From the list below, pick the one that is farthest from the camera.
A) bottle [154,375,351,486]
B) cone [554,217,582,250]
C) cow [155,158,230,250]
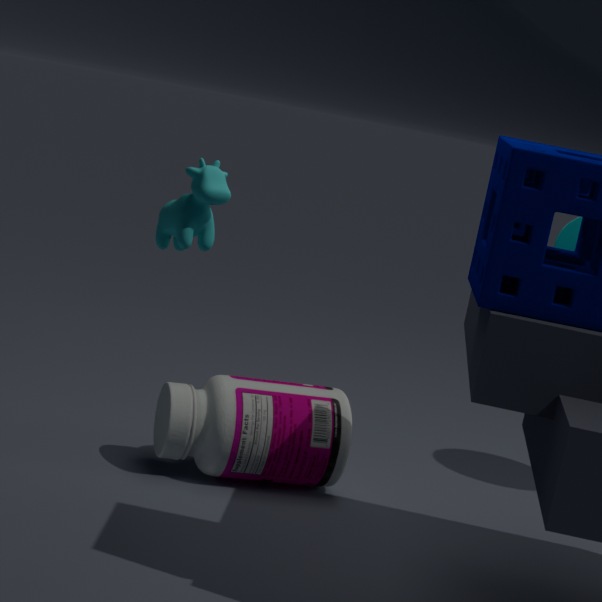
bottle [154,375,351,486]
